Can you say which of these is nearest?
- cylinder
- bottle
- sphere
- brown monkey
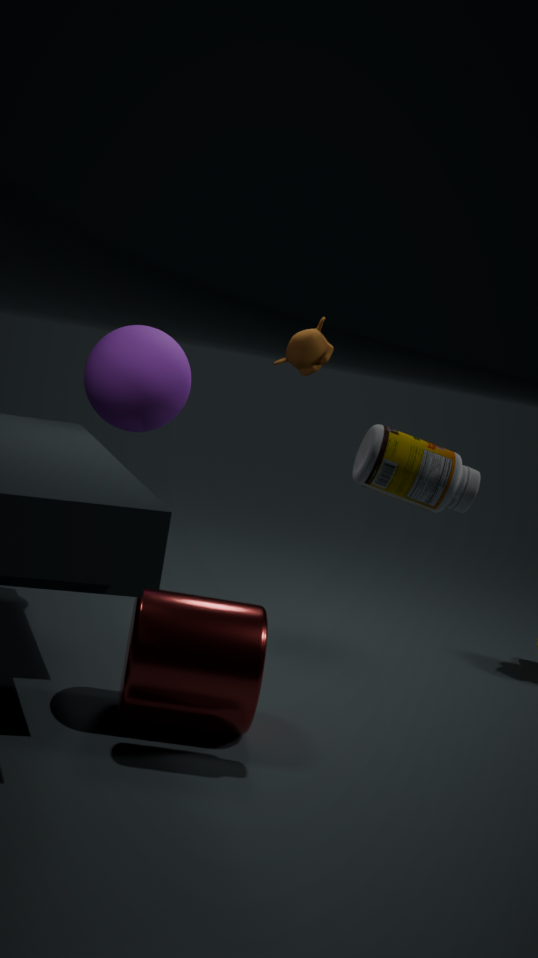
bottle
